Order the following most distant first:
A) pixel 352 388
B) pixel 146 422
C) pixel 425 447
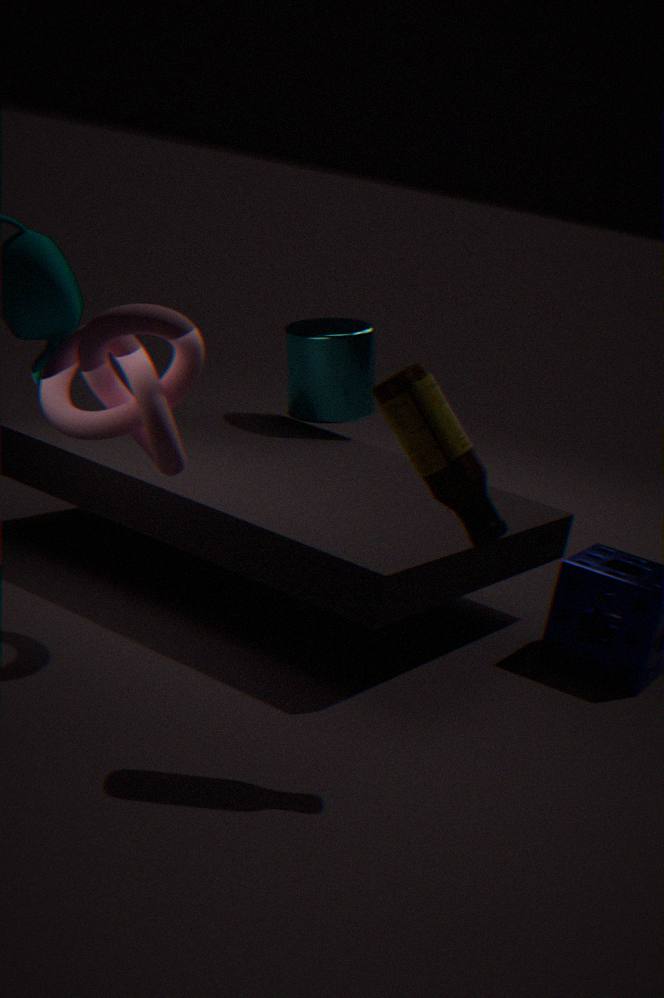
1. pixel 352 388
2. pixel 146 422
3. pixel 425 447
